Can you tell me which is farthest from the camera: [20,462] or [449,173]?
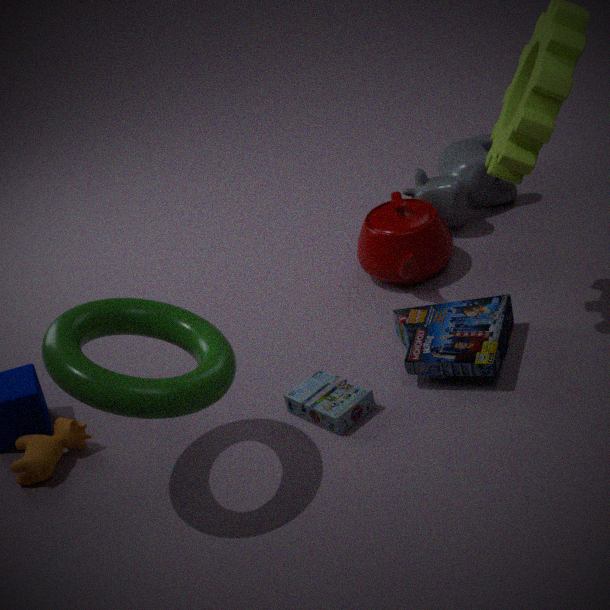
[449,173]
